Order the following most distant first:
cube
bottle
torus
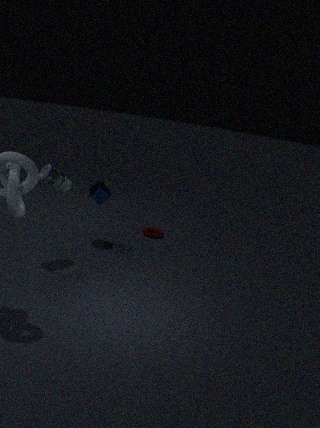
torus → cube → bottle
